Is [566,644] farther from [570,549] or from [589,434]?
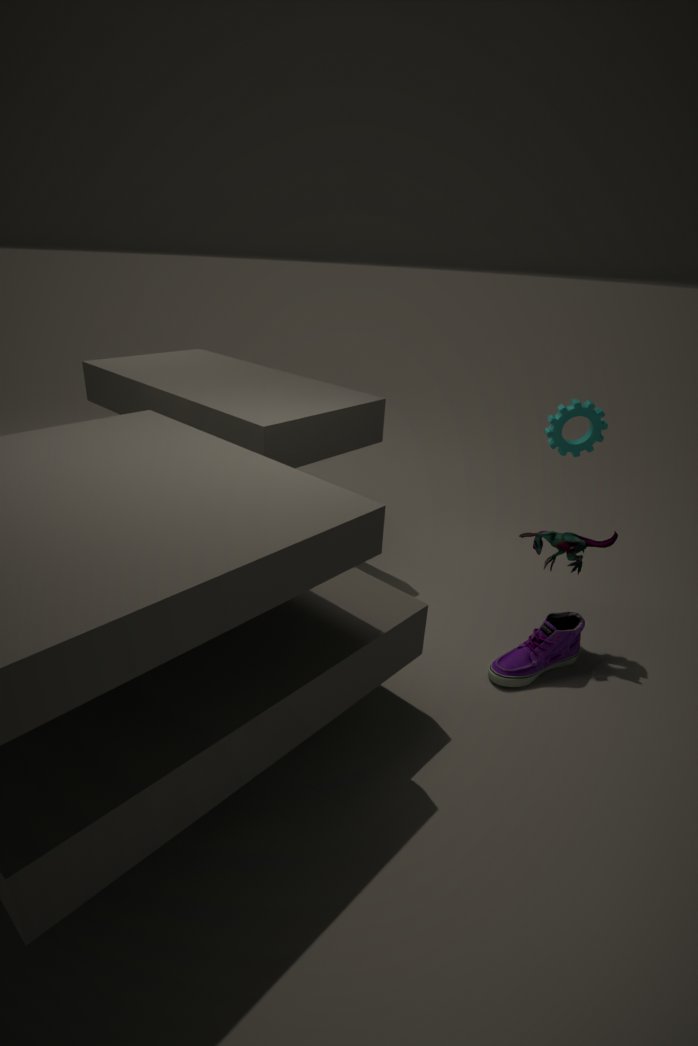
[589,434]
